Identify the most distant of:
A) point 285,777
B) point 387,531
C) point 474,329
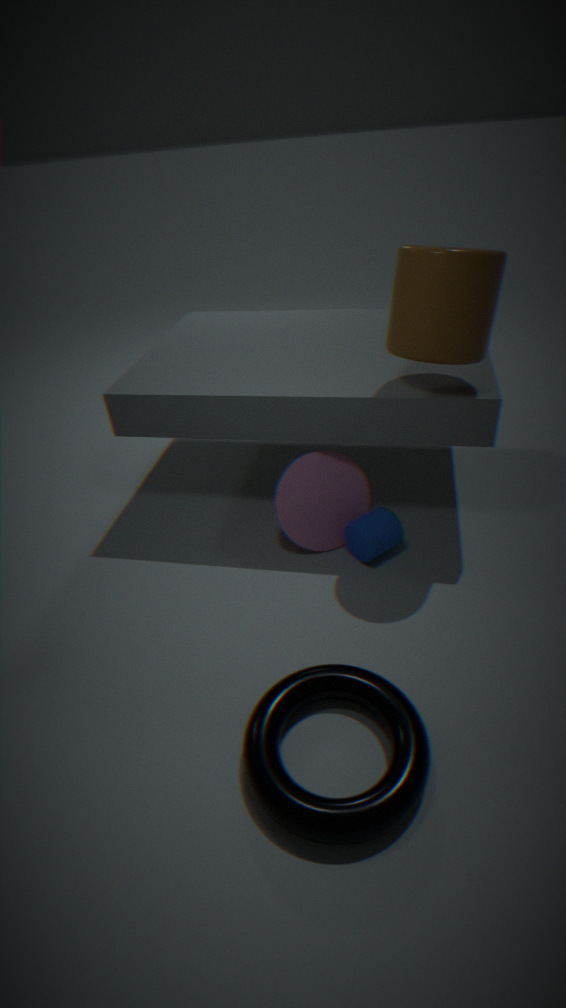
point 387,531
